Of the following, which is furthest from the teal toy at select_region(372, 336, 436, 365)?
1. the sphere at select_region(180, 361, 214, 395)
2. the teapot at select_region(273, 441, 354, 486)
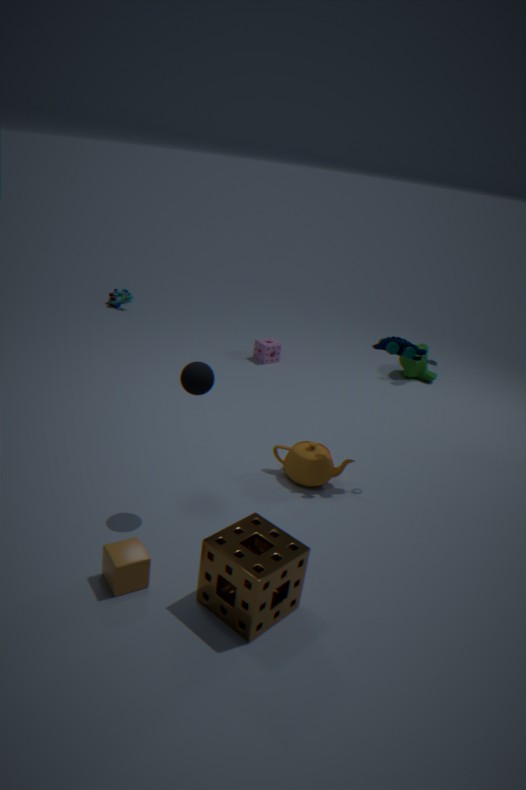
the sphere at select_region(180, 361, 214, 395)
